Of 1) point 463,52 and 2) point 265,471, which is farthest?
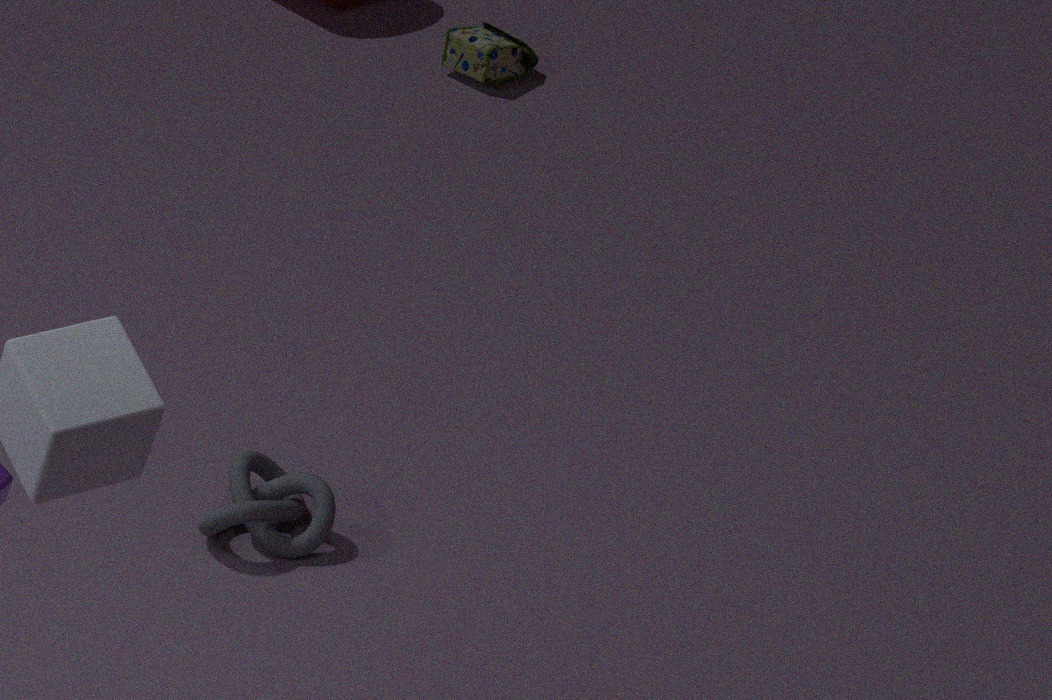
1. point 463,52
